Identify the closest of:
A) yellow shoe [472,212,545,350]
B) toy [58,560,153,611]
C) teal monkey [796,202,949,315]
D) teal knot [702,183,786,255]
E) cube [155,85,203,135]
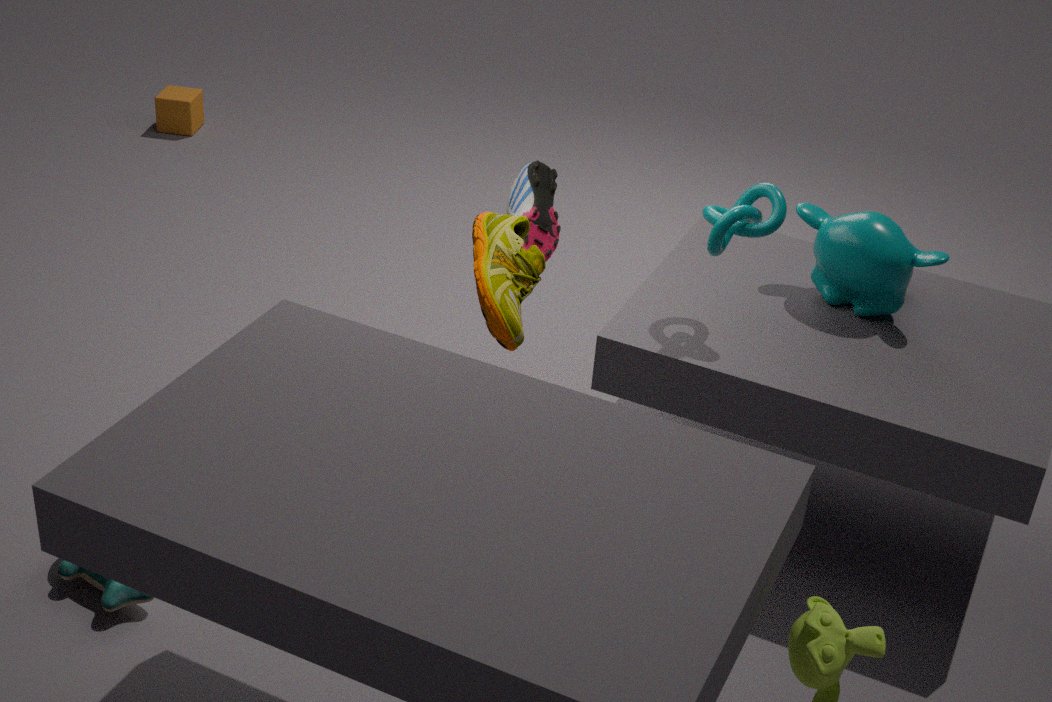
yellow shoe [472,212,545,350]
